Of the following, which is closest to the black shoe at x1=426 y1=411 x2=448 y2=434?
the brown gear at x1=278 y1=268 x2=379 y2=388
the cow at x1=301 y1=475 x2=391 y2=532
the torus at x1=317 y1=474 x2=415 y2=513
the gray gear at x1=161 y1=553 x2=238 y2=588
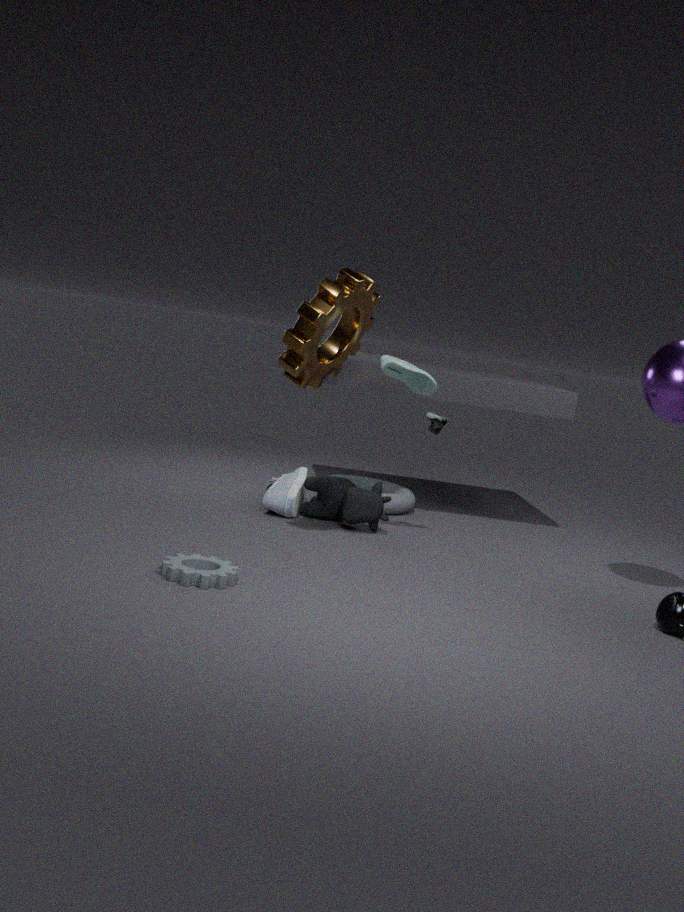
the torus at x1=317 y1=474 x2=415 y2=513
